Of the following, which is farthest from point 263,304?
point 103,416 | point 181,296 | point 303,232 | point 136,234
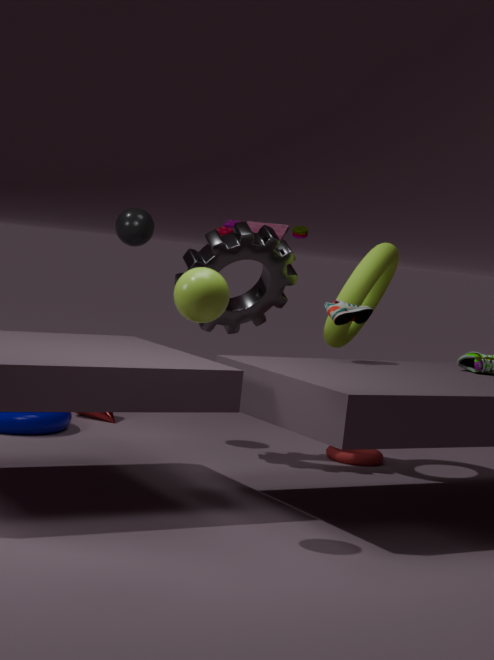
point 181,296
